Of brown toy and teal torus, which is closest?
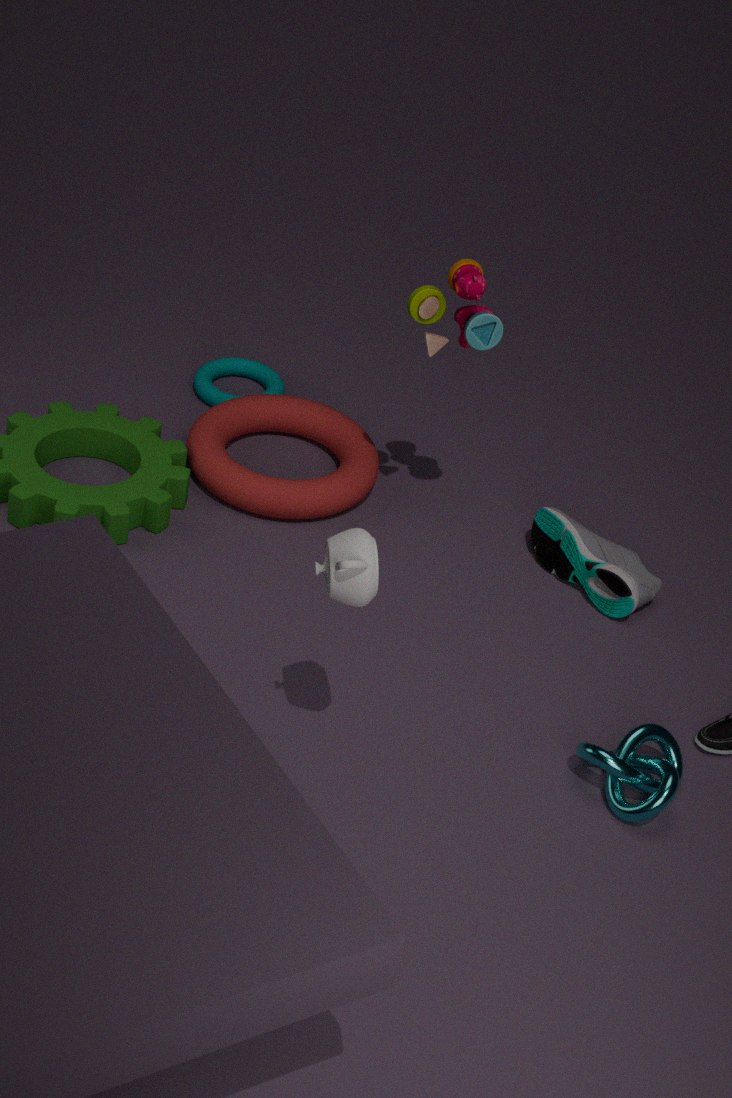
brown toy
